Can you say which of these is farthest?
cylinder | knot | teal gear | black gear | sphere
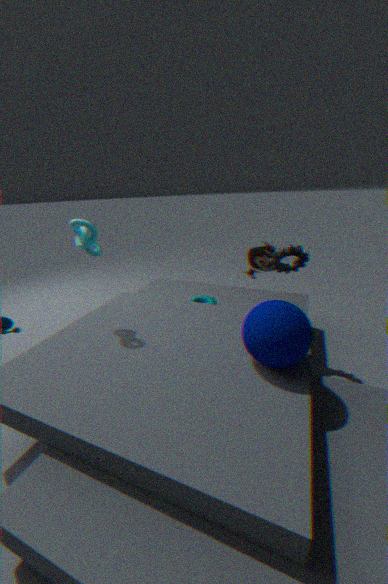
cylinder
